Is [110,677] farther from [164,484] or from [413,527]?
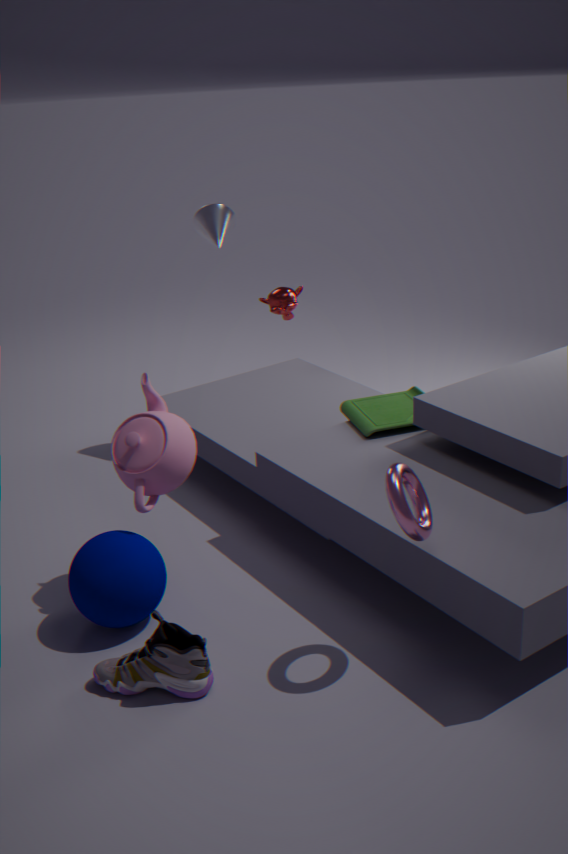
[413,527]
